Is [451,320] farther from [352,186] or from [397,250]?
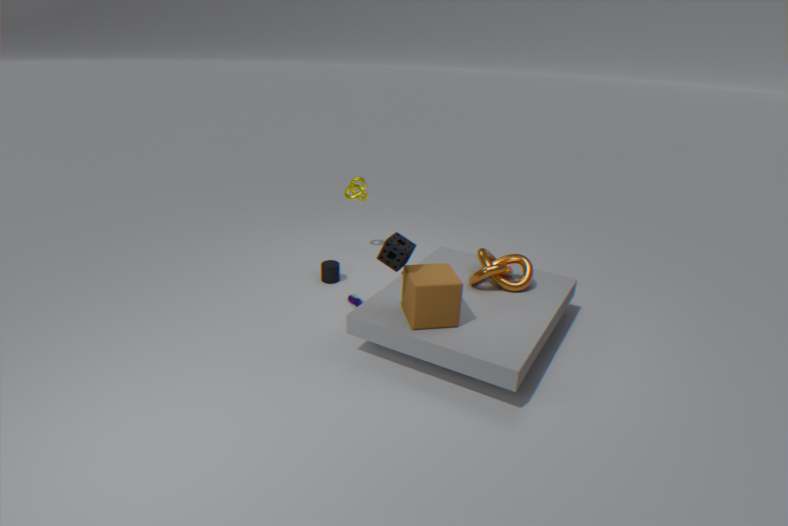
[352,186]
